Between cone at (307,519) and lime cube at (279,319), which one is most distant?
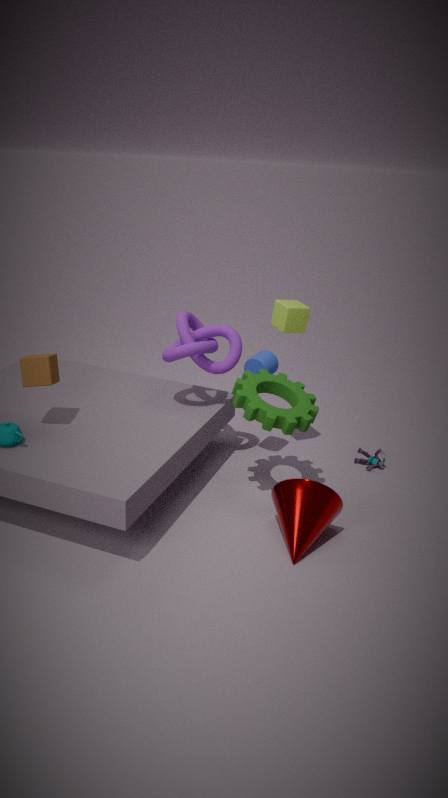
lime cube at (279,319)
